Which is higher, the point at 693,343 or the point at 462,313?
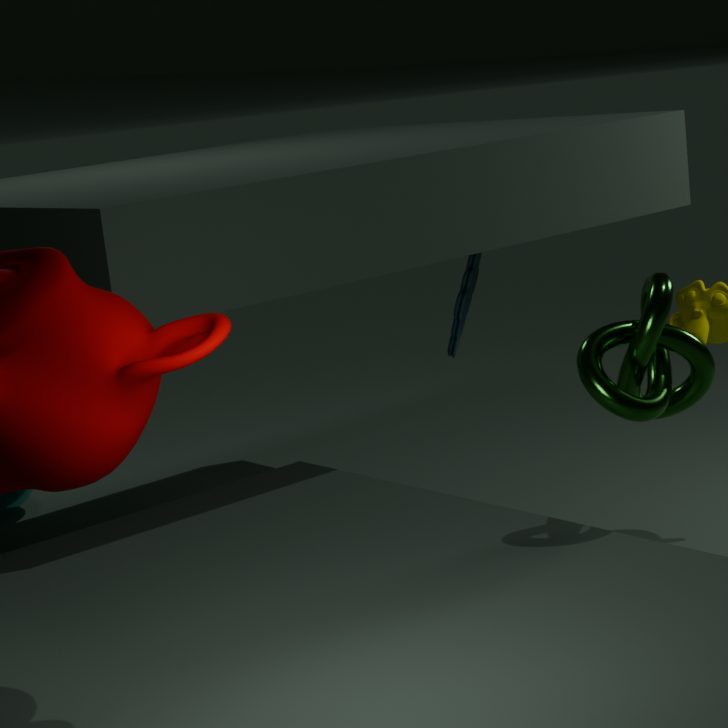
the point at 693,343
